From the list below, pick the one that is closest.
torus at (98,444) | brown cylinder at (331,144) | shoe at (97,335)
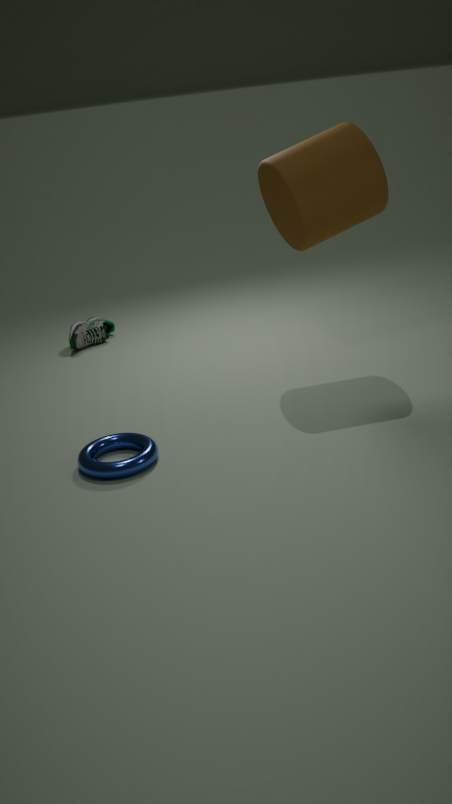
torus at (98,444)
